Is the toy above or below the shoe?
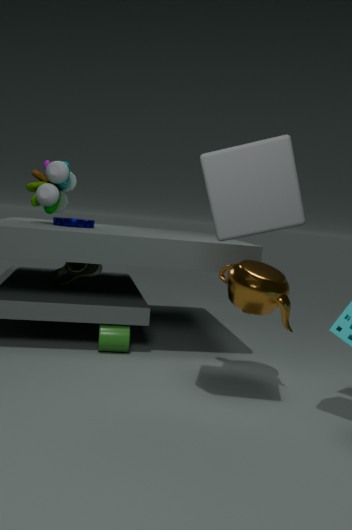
→ above
